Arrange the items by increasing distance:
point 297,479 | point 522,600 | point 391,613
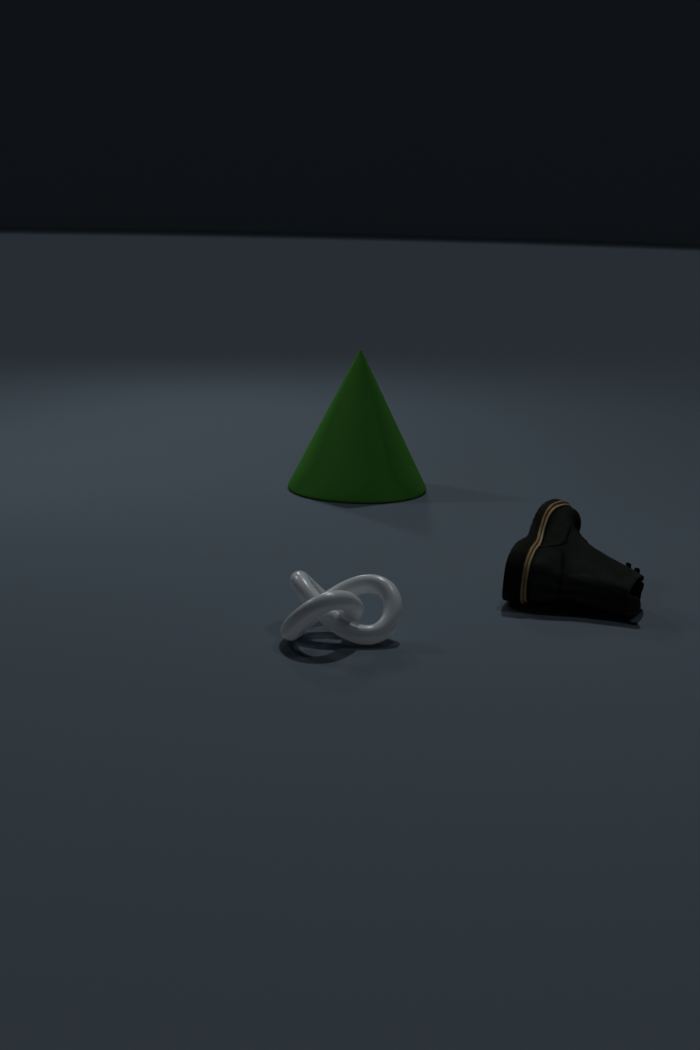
point 391,613
point 522,600
point 297,479
